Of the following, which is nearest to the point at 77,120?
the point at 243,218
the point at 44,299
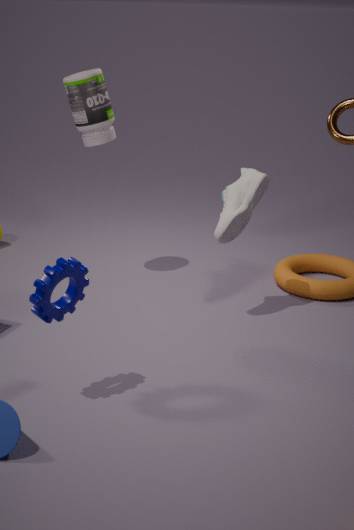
the point at 243,218
